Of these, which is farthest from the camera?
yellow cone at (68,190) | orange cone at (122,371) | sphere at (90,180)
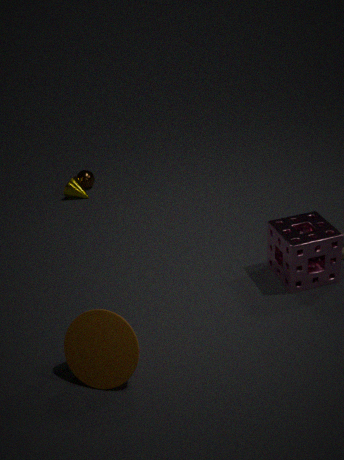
sphere at (90,180)
